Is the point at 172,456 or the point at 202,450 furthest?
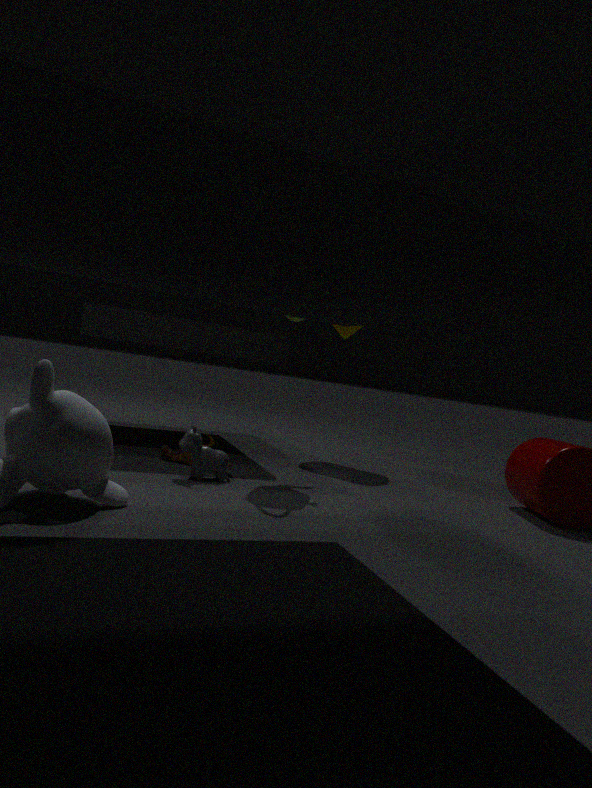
the point at 172,456
